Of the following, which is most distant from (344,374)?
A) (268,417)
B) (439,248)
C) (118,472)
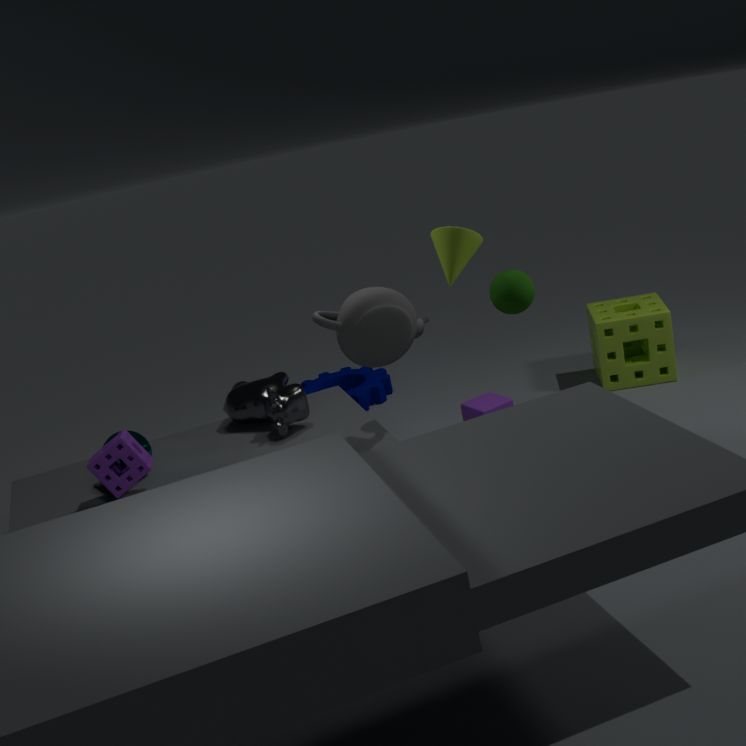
(118,472)
